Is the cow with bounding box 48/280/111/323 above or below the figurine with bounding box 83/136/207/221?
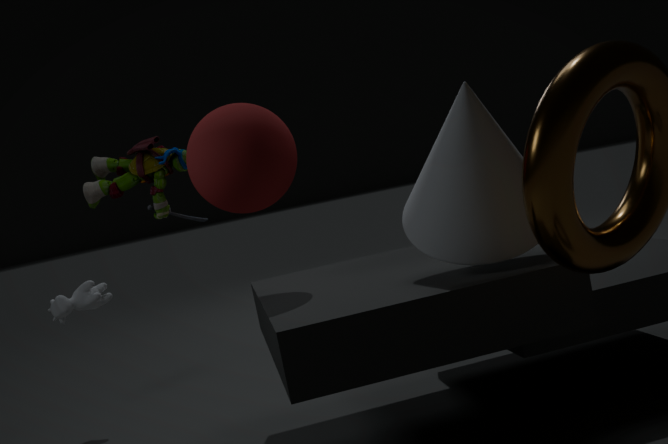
below
